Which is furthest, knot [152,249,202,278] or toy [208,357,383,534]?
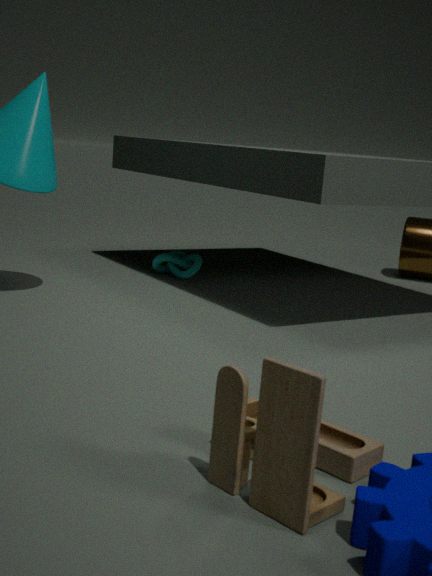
knot [152,249,202,278]
